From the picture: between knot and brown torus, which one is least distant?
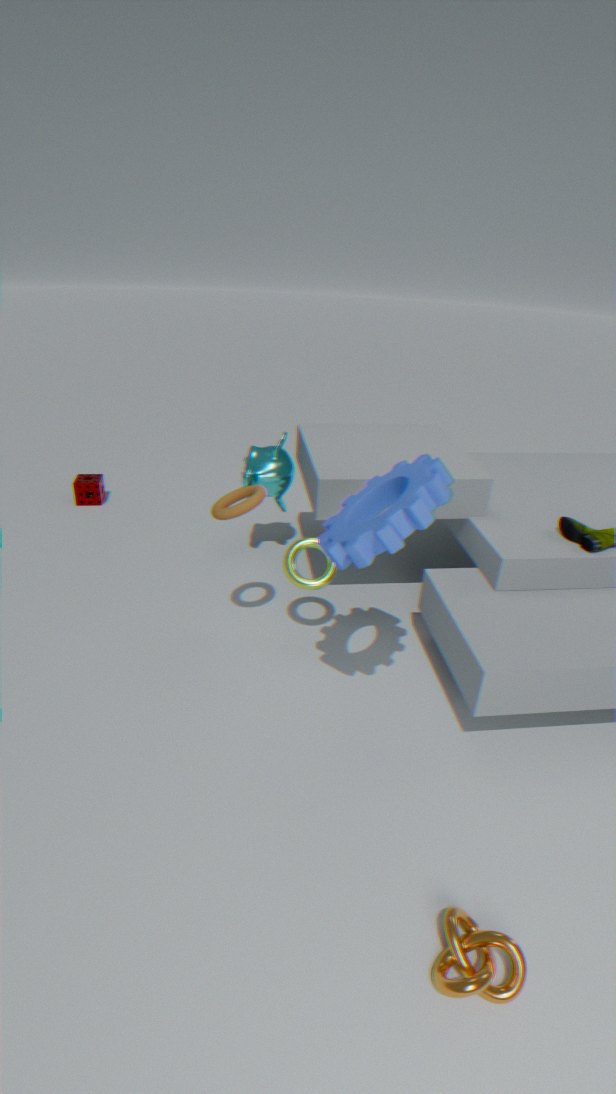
knot
